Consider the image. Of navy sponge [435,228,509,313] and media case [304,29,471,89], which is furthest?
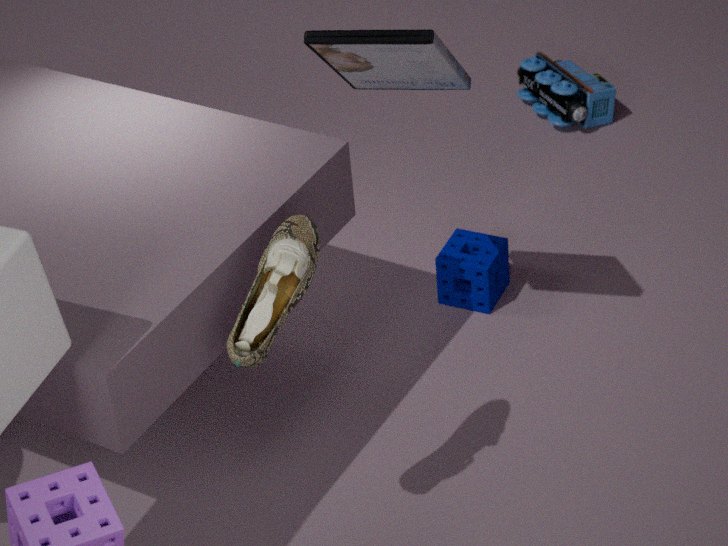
navy sponge [435,228,509,313]
